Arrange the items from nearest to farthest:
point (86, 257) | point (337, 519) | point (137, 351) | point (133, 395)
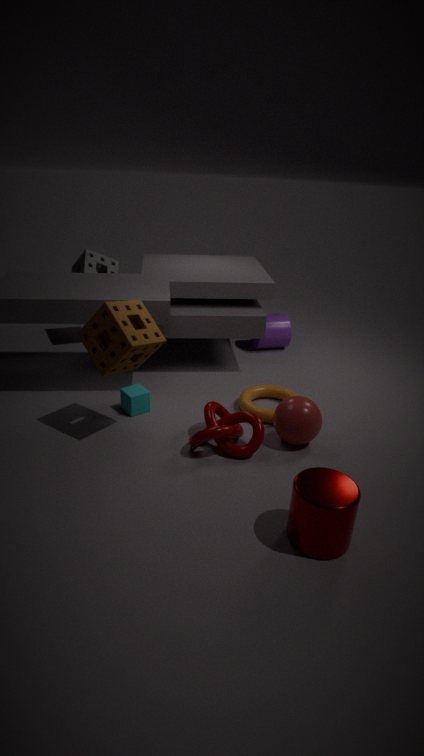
1. point (337, 519)
2. point (137, 351)
3. point (133, 395)
4. point (86, 257)
